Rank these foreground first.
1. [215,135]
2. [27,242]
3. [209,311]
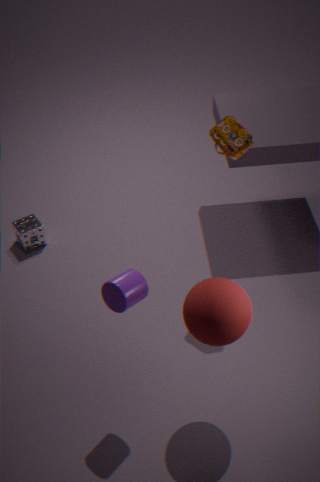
[209,311]
[215,135]
[27,242]
